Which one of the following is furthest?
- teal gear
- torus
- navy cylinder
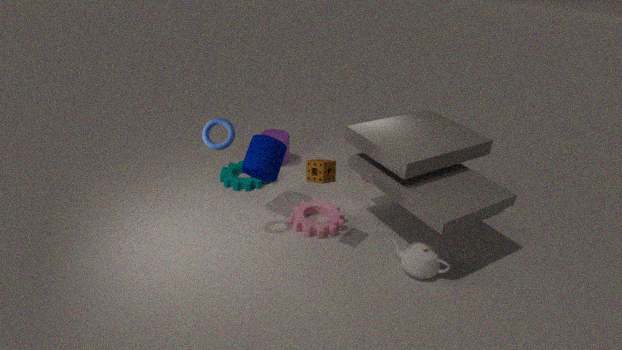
teal gear
